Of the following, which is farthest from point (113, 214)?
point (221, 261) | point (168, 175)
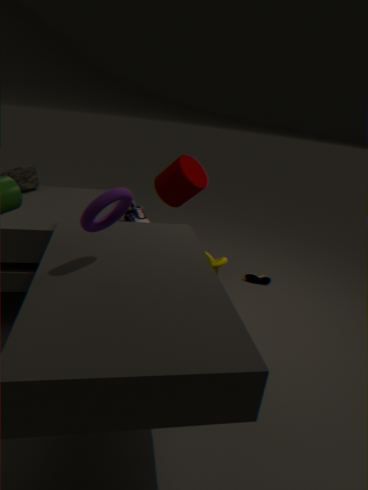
point (168, 175)
